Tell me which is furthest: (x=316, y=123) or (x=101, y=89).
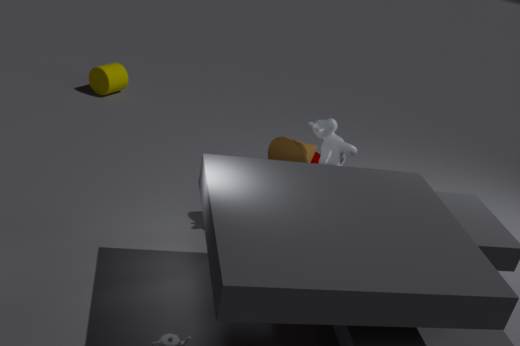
(x=101, y=89)
